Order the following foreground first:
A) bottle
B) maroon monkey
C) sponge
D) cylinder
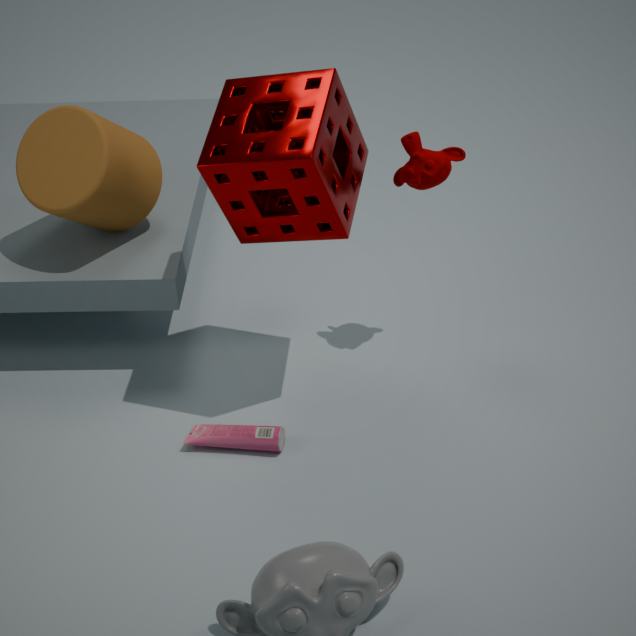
sponge < bottle < maroon monkey < cylinder
